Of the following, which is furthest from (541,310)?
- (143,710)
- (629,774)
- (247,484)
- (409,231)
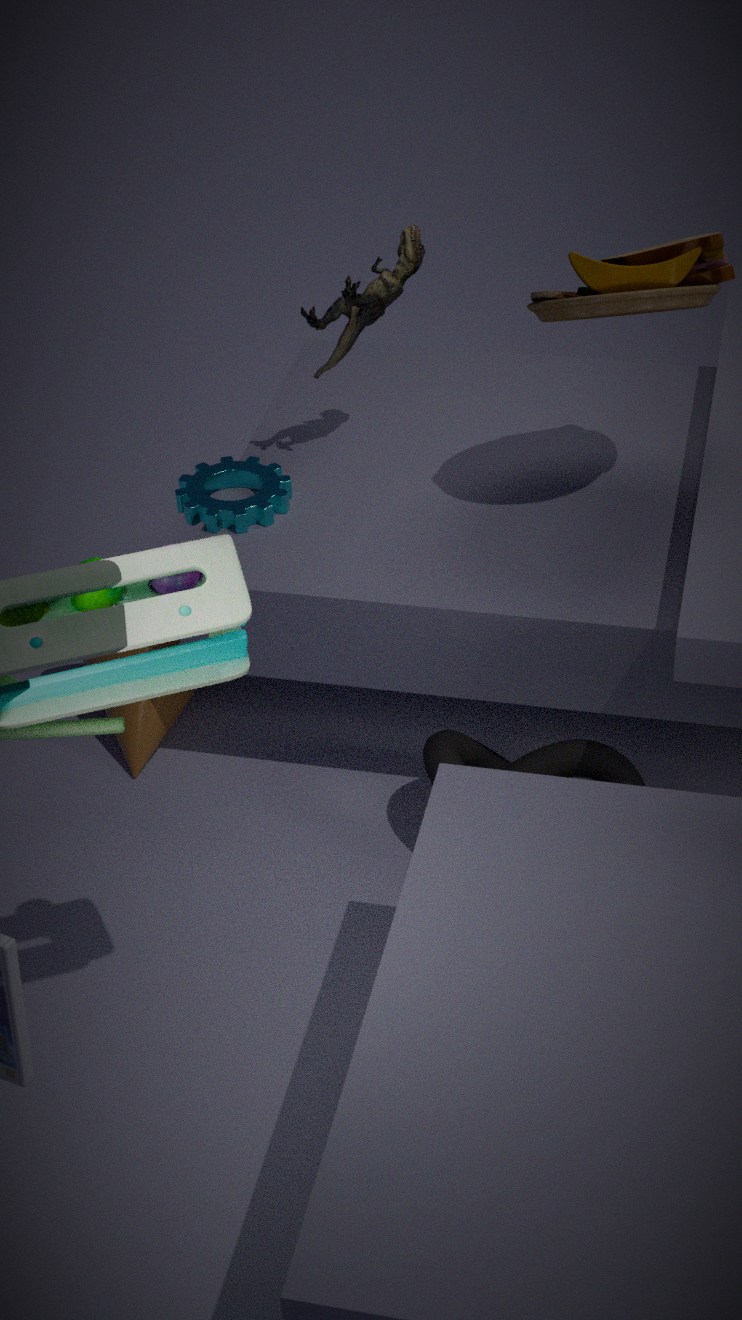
(143,710)
